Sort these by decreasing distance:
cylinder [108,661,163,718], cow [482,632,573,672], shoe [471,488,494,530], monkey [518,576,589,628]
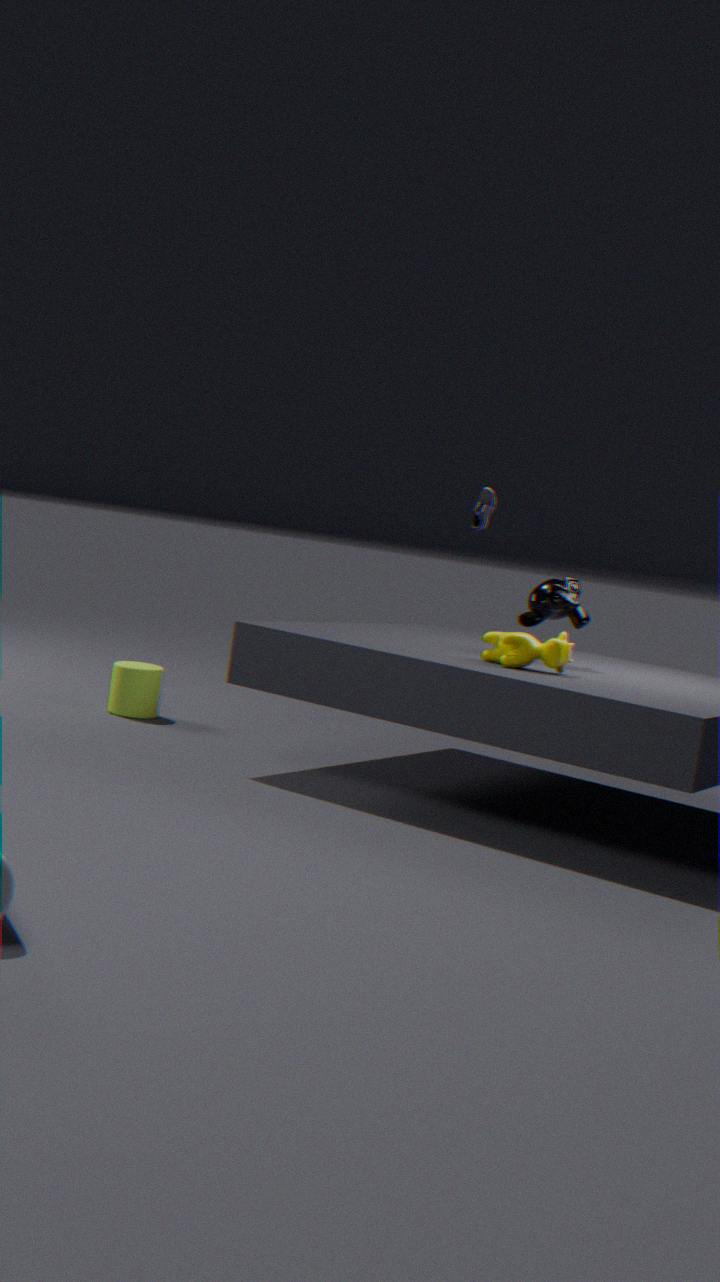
shoe [471,488,494,530], cylinder [108,661,163,718], monkey [518,576,589,628], cow [482,632,573,672]
